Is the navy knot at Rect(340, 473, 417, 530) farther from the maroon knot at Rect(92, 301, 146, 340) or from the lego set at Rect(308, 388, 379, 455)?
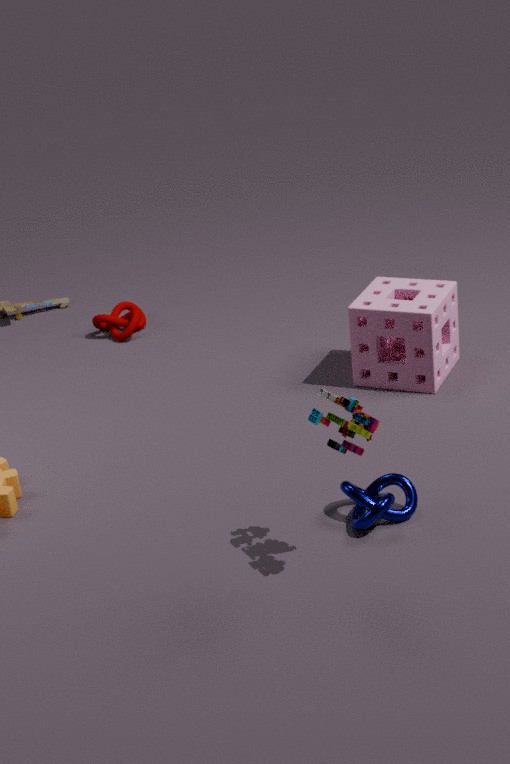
the maroon knot at Rect(92, 301, 146, 340)
